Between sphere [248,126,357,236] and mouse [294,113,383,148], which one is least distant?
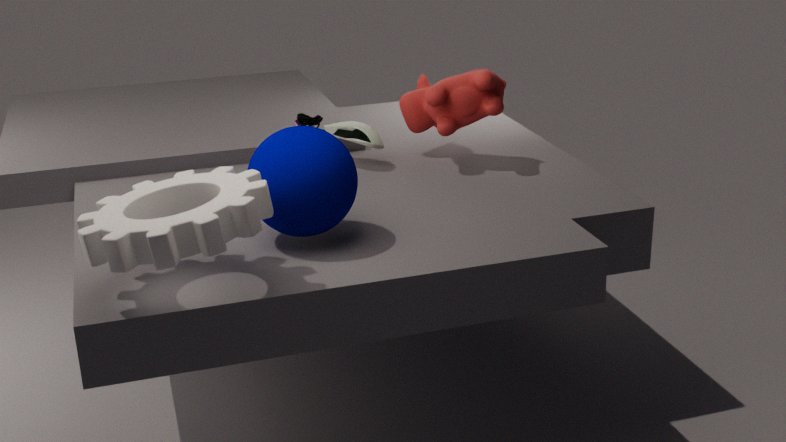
sphere [248,126,357,236]
